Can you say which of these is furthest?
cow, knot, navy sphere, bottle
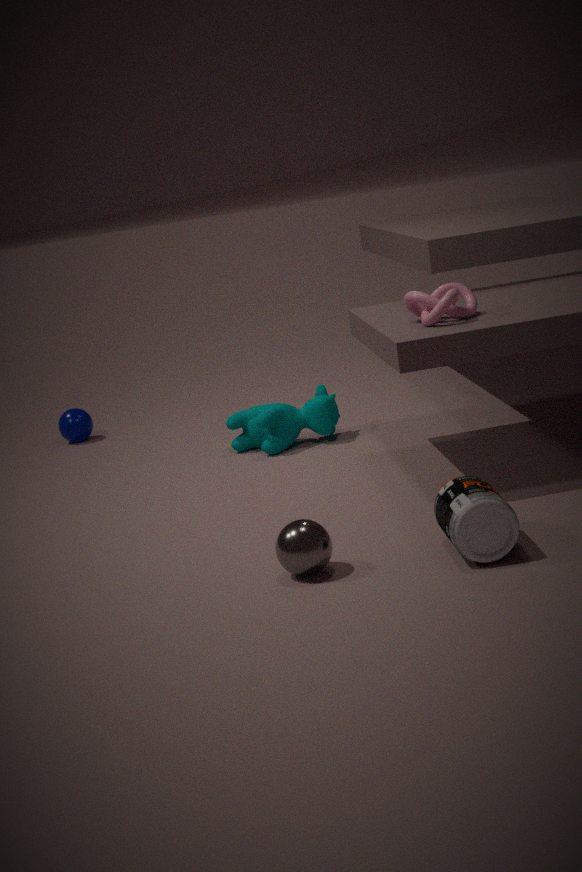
navy sphere
